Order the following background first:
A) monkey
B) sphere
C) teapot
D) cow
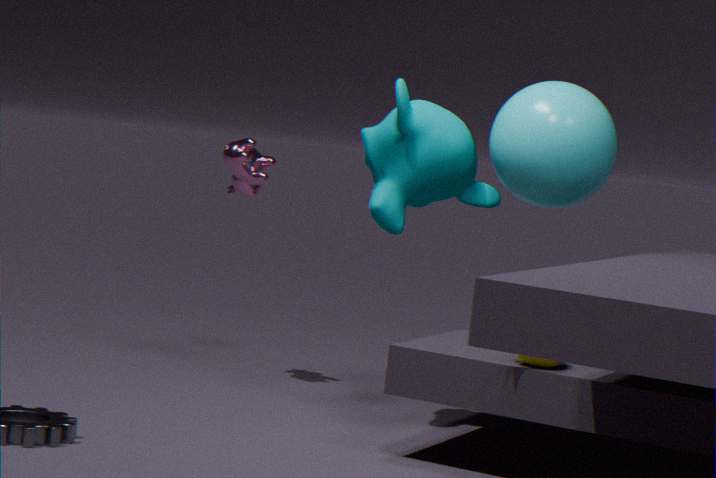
cow
monkey
sphere
teapot
